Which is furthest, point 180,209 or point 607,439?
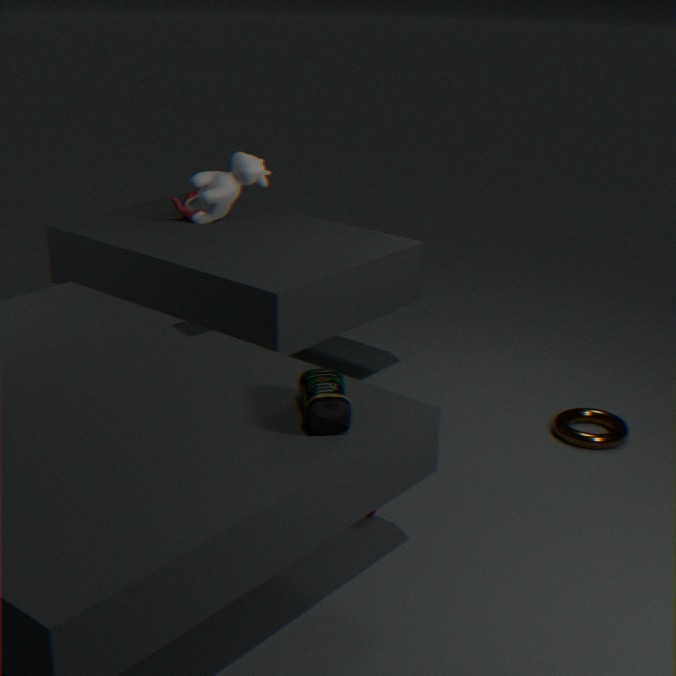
point 180,209
